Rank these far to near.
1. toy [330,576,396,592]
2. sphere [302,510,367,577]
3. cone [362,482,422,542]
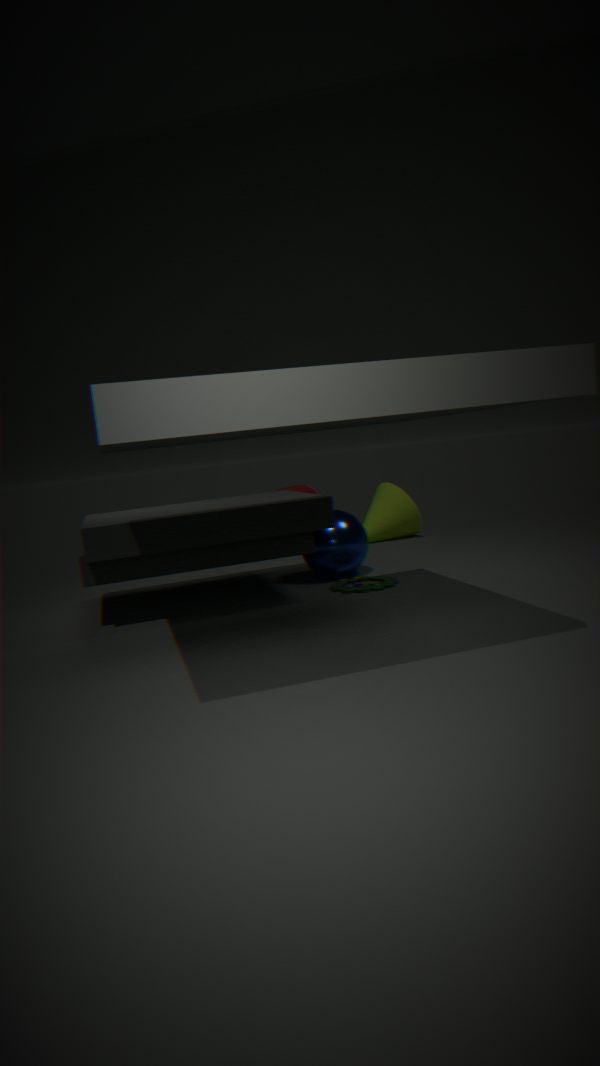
cone [362,482,422,542] → sphere [302,510,367,577] → toy [330,576,396,592]
